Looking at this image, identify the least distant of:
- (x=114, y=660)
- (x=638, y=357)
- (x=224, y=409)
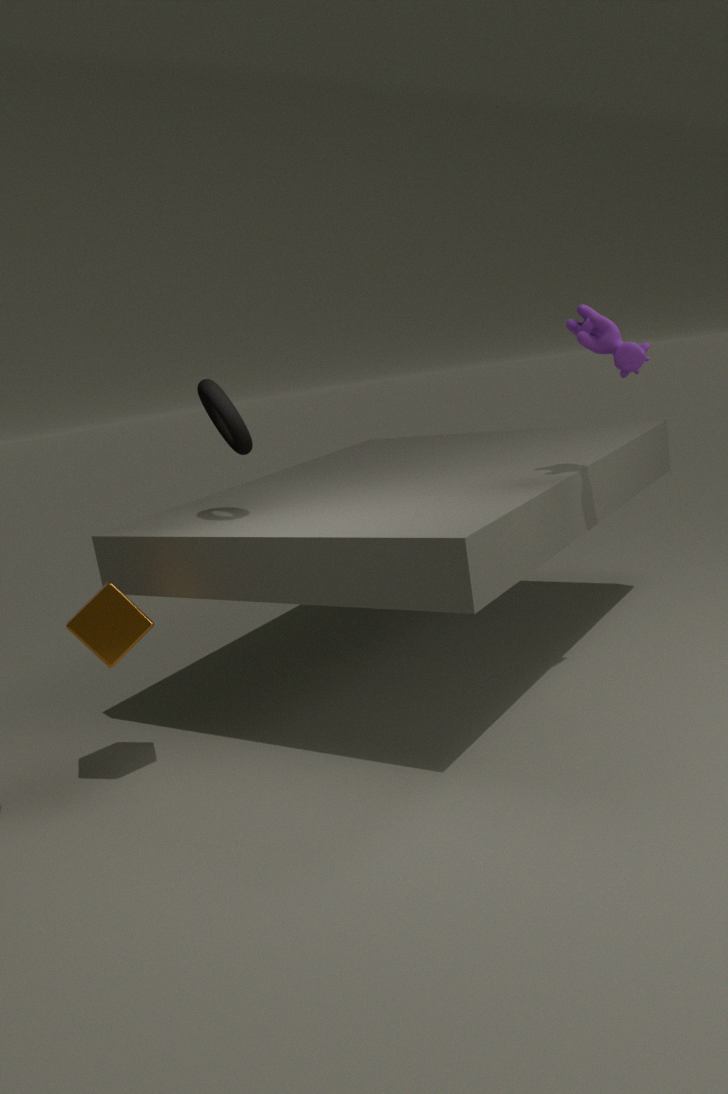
(x=114, y=660)
